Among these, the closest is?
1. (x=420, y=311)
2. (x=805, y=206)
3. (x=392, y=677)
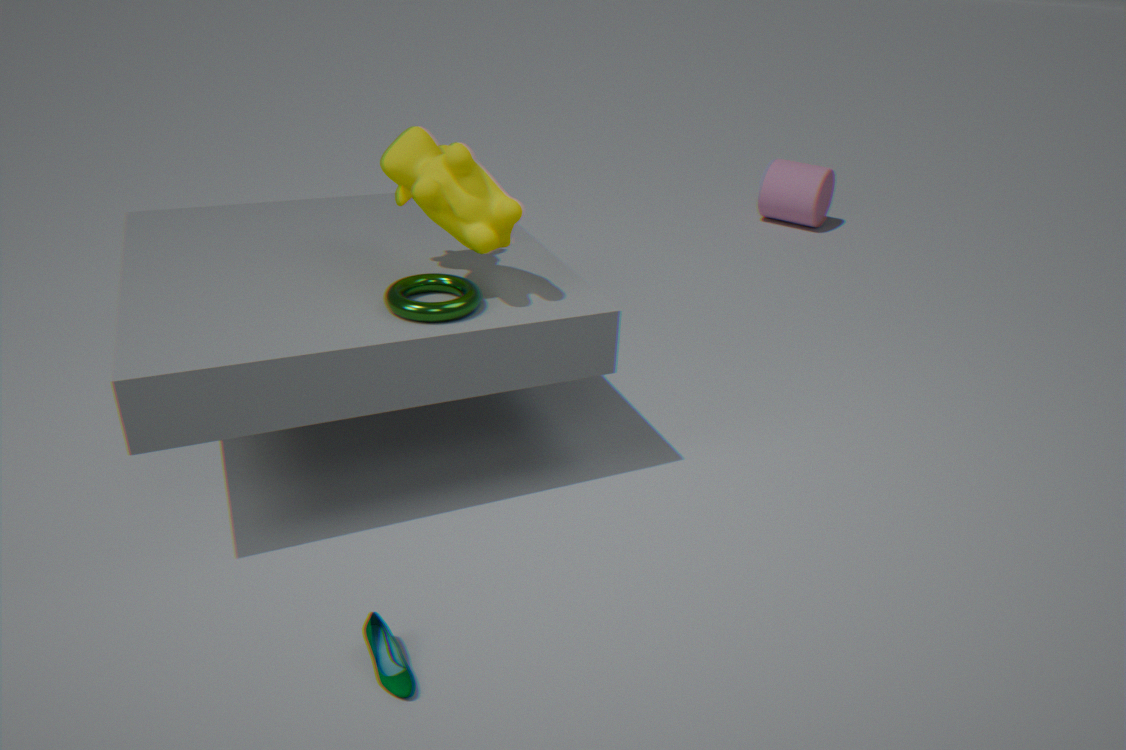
→ (x=392, y=677)
